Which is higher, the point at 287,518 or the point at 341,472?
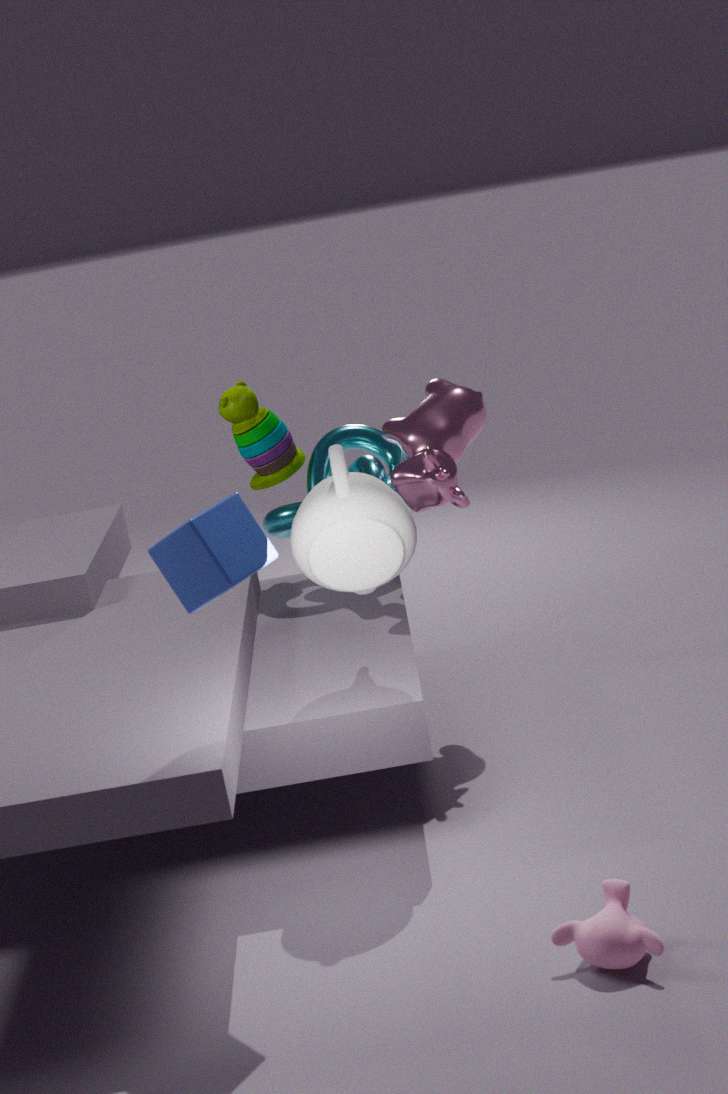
the point at 341,472
